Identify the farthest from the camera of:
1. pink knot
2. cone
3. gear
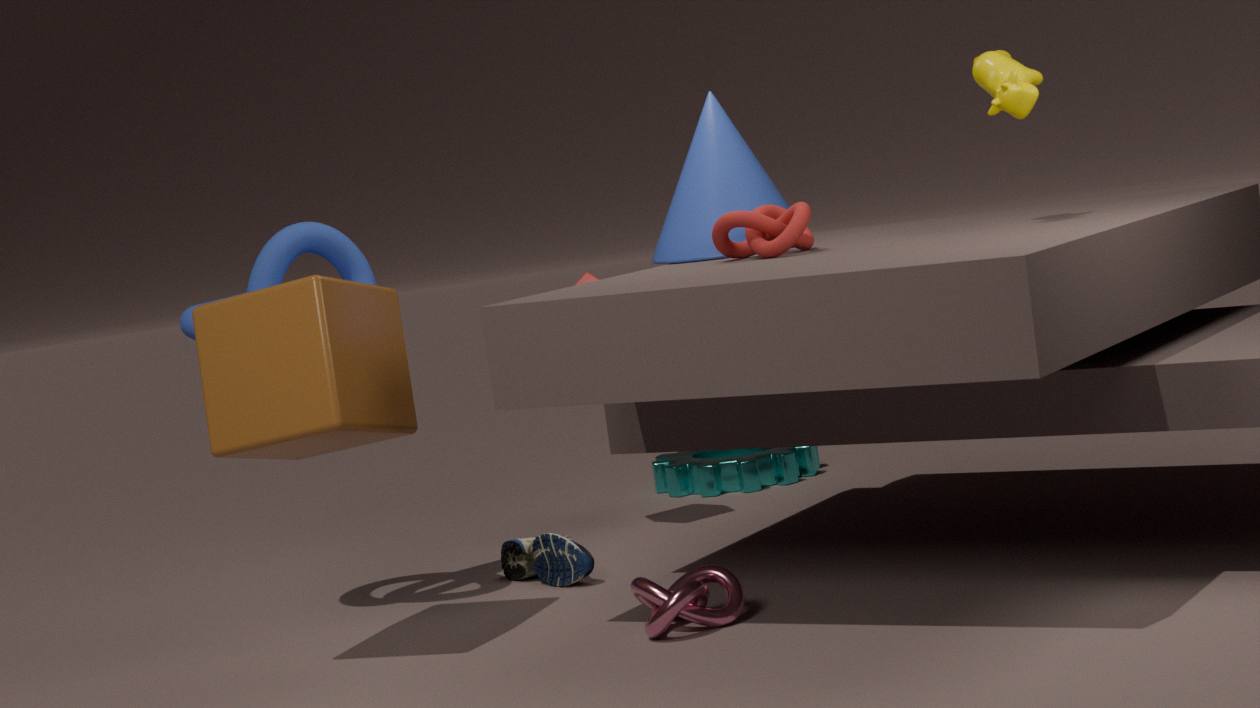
gear
